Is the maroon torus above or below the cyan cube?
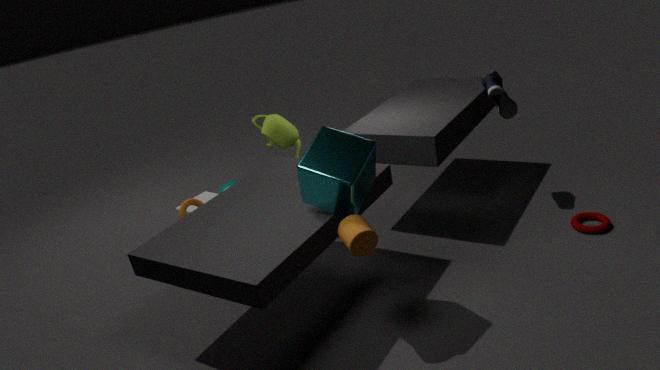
below
